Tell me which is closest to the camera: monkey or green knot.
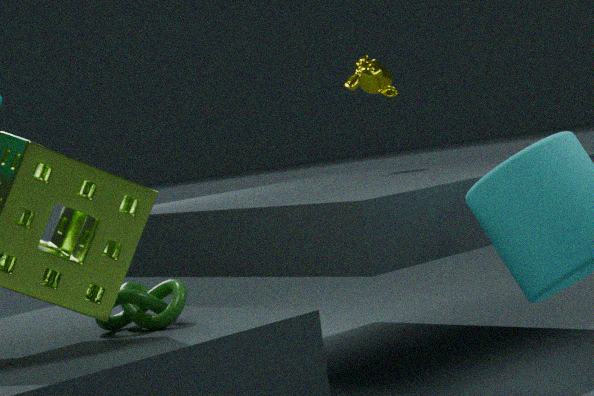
green knot
